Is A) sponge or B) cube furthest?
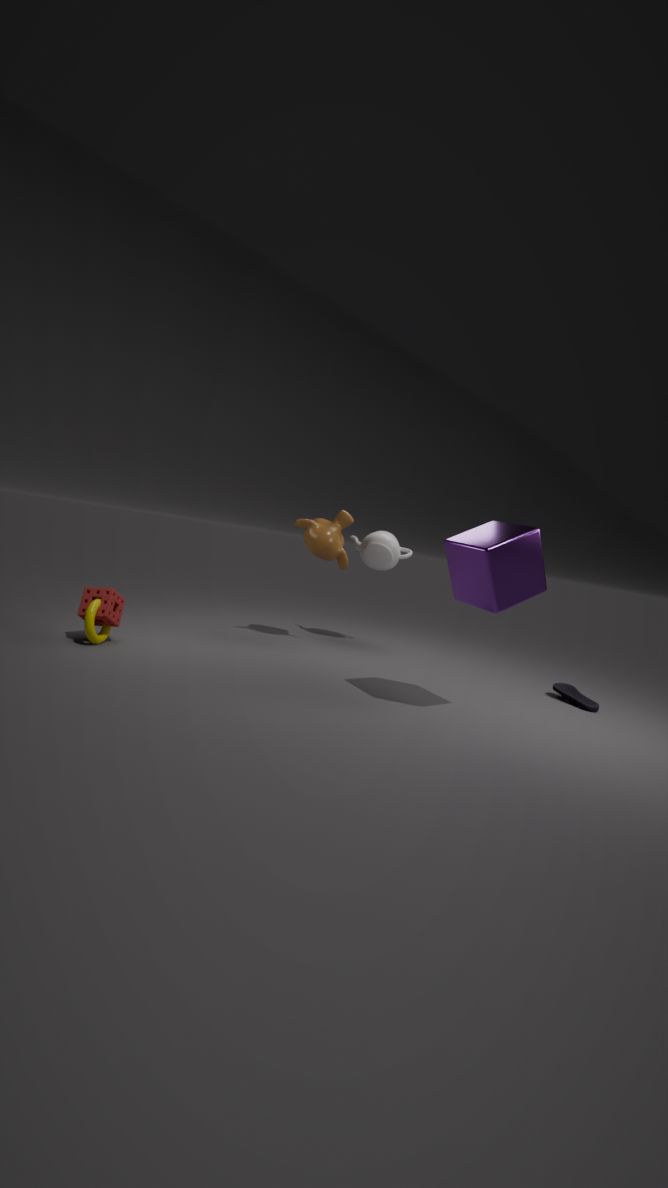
A. sponge
